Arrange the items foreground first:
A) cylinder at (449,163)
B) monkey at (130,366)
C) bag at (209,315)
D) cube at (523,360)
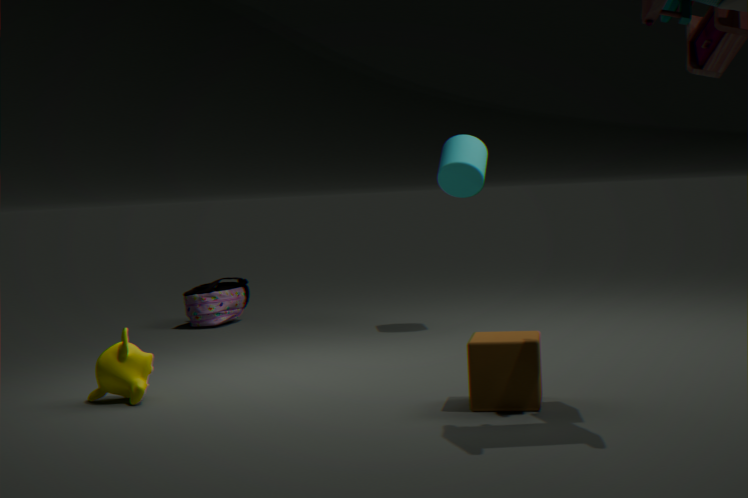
cube at (523,360)
monkey at (130,366)
cylinder at (449,163)
bag at (209,315)
